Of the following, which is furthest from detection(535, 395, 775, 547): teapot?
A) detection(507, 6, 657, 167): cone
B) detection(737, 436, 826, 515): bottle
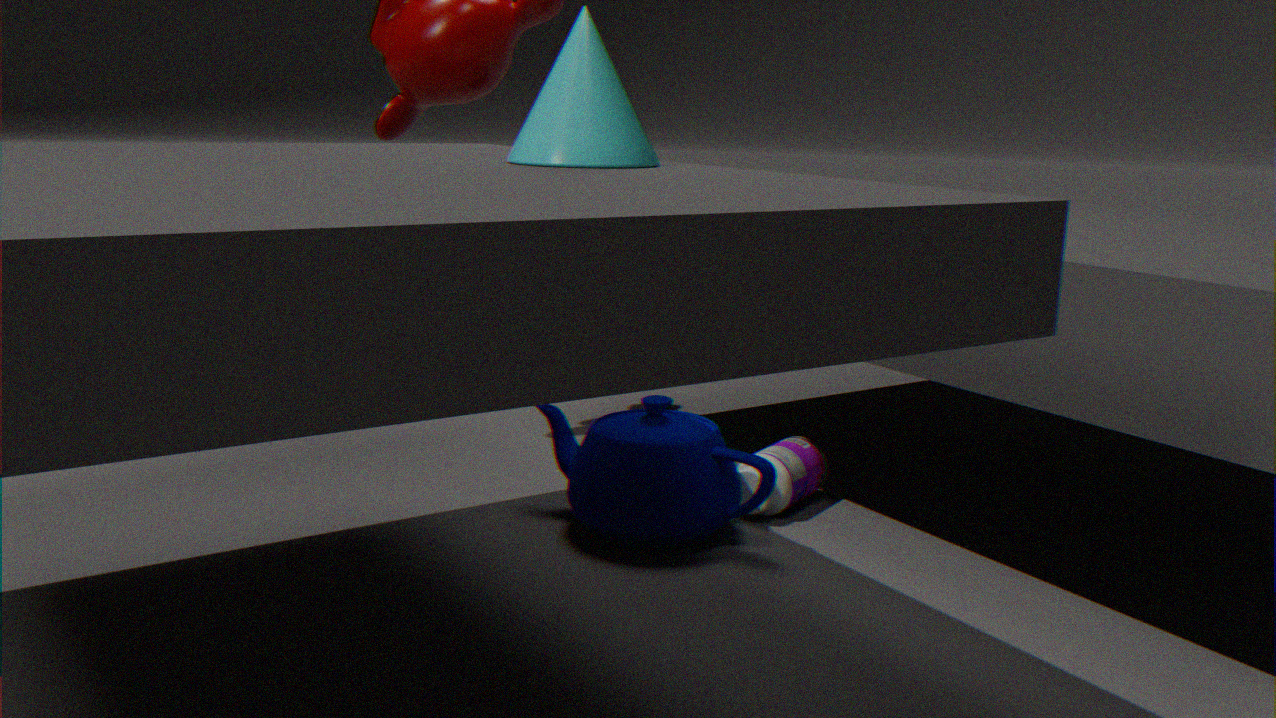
detection(507, 6, 657, 167): cone
